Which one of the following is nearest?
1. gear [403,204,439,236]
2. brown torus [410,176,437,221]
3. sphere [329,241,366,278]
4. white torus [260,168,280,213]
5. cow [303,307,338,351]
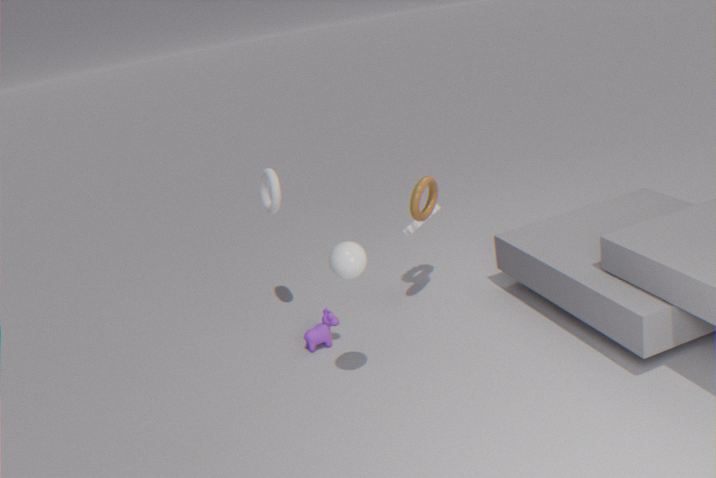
sphere [329,241,366,278]
